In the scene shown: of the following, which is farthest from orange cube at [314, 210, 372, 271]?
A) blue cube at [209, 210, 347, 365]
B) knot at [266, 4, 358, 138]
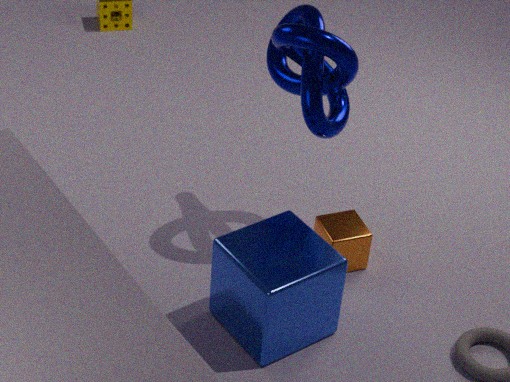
knot at [266, 4, 358, 138]
